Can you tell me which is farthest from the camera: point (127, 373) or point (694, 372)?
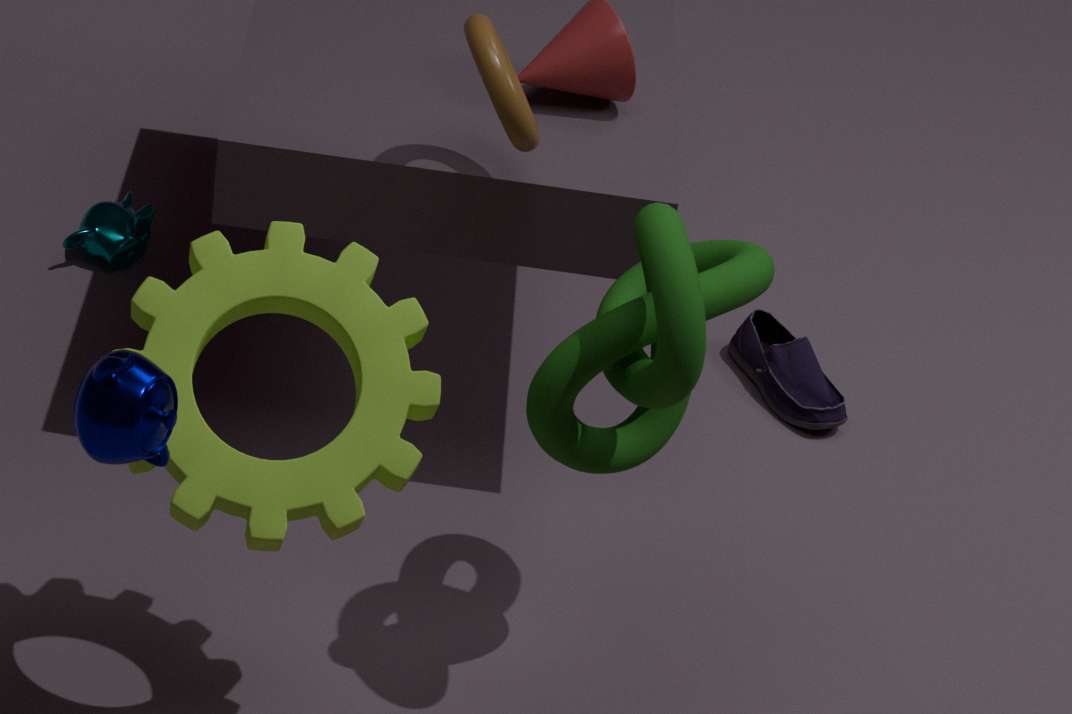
point (694, 372)
